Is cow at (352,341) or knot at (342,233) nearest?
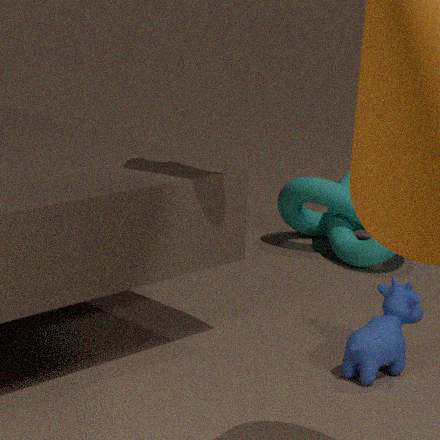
cow at (352,341)
